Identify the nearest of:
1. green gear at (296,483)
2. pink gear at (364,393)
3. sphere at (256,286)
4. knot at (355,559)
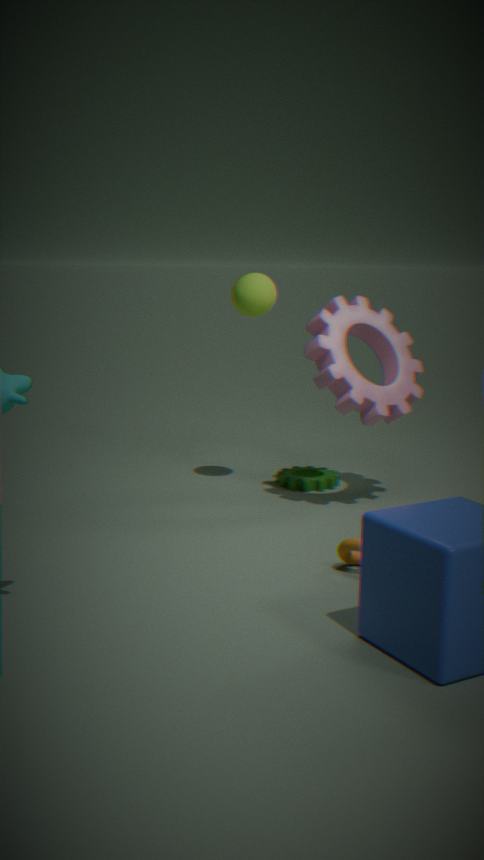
knot at (355,559)
